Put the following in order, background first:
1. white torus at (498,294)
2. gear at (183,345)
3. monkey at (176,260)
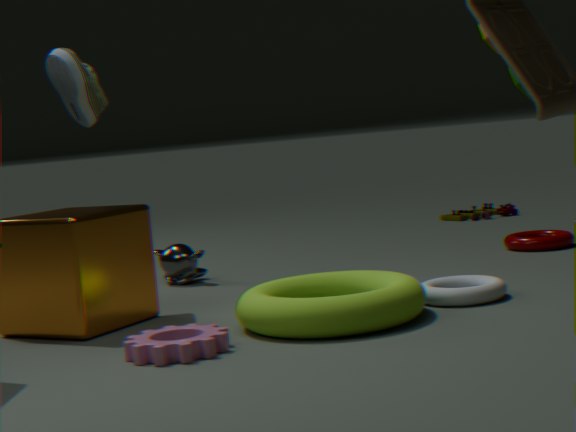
monkey at (176,260)
white torus at (498,294)
gear at (183,345)
